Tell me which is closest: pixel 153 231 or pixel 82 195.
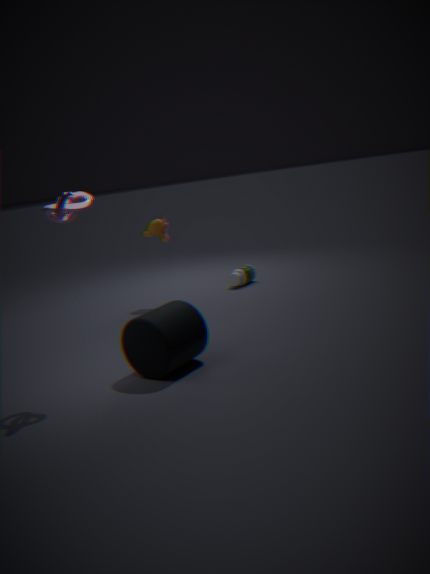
pixel 82 195
